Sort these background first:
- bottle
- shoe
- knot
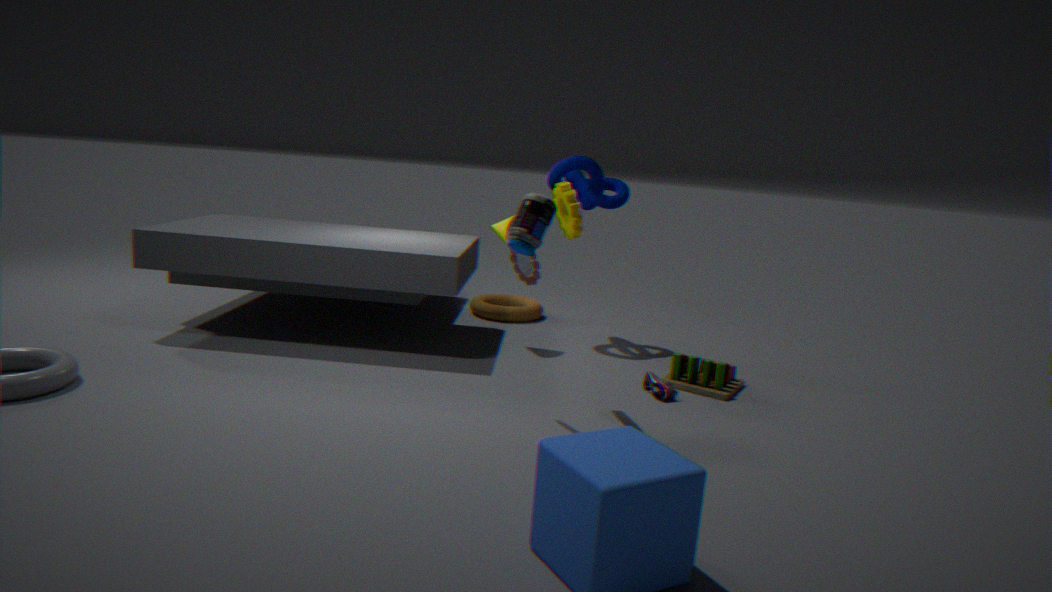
knot
shoe
bottle
